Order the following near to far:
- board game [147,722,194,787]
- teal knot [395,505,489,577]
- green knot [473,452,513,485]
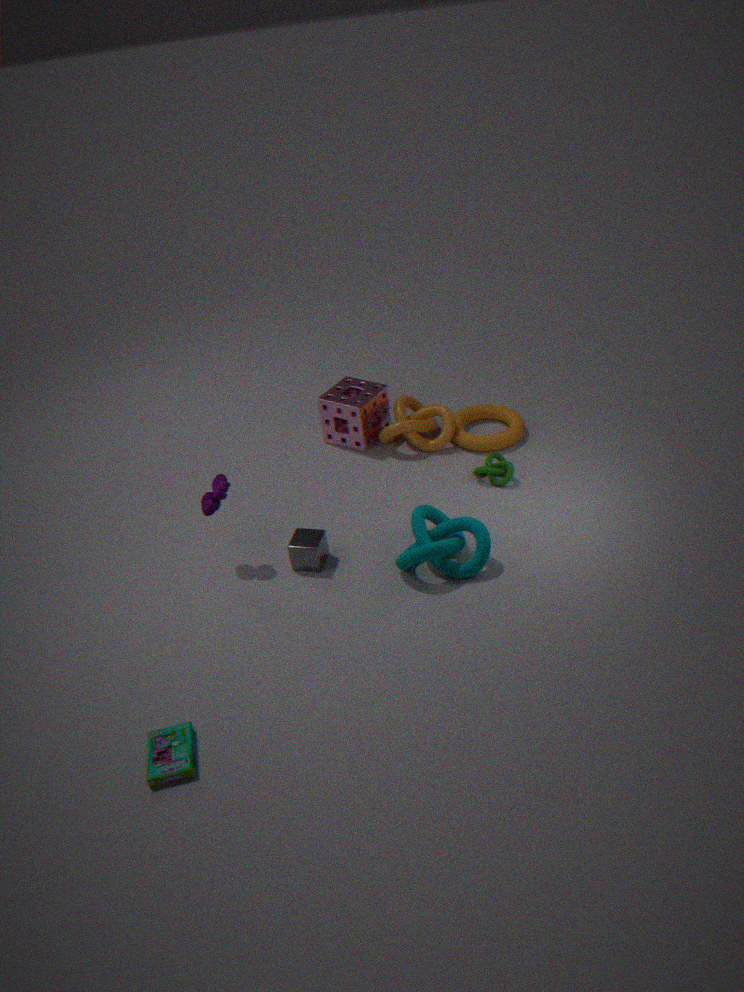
board game [147,722,194,787] → teal knot [395,505,489,577] → green knot [473,452,513,485]
